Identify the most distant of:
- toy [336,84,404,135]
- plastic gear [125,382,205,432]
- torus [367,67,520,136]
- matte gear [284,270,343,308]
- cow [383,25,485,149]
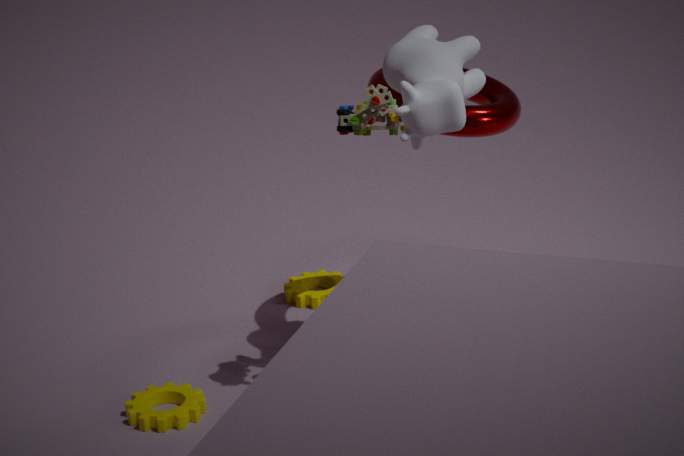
matte gear [284,270,343,308]
